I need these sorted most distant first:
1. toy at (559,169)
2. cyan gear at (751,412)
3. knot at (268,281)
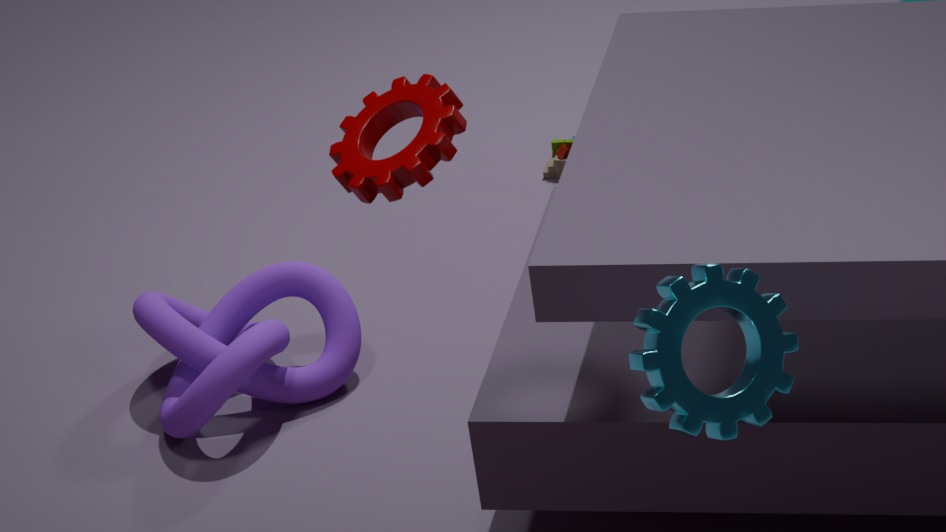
toy at (559,169)
knot at (268,281)
cyan gear at (751,412)
